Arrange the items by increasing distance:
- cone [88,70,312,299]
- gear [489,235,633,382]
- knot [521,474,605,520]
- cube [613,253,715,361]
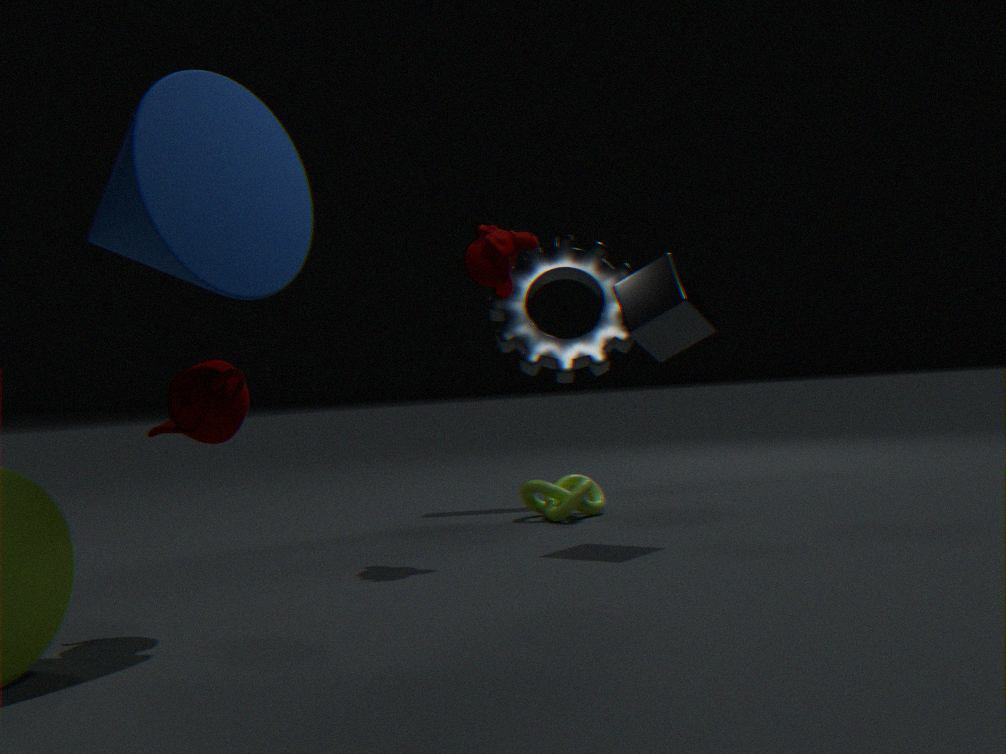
cone [88,70,312,299]
cube [613,253,715,361]
knot [521,474,605,520]
gear [489,235,633,382]
